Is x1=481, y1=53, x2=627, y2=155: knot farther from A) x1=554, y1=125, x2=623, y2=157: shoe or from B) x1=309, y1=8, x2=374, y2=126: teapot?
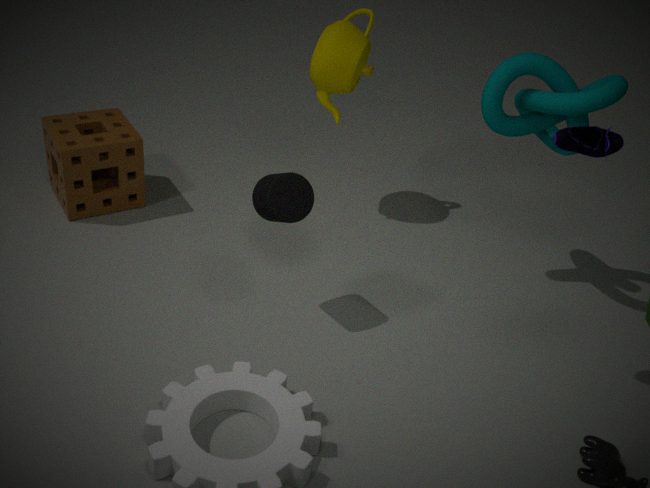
B) x1=309, y1=8, x2=374, y2=126: teapot
